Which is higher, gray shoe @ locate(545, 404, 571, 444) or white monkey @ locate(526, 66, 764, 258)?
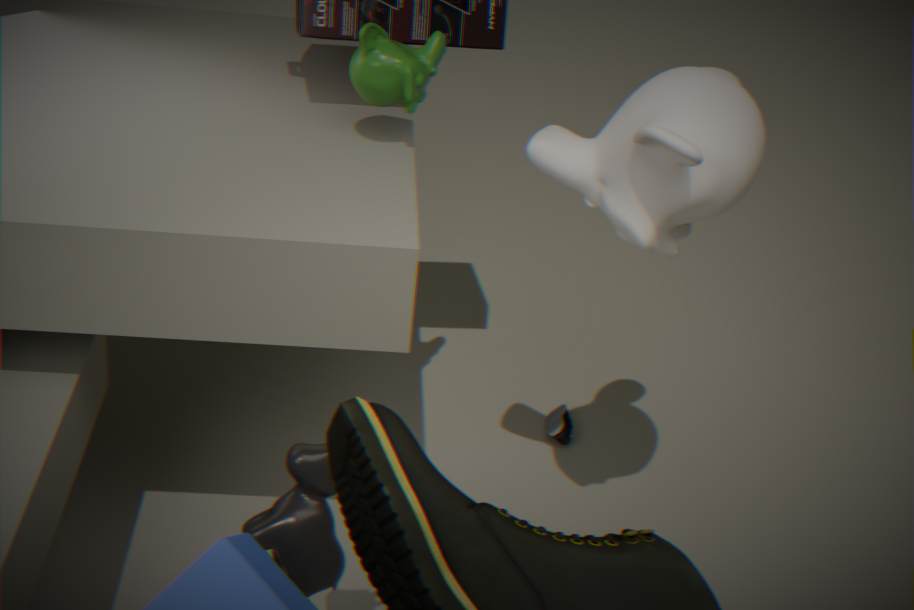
white monkey @ locate(526, 66, 764, 258)
